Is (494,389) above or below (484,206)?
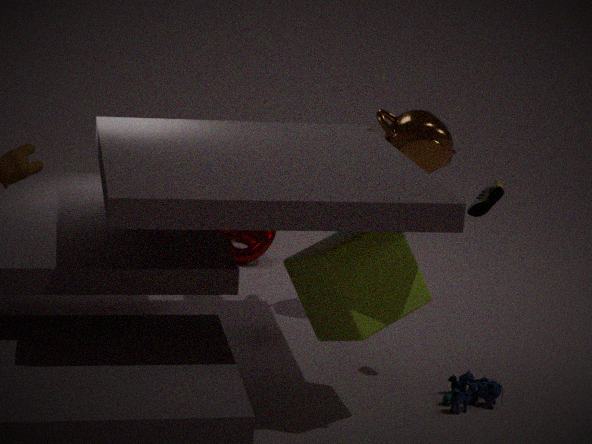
below
